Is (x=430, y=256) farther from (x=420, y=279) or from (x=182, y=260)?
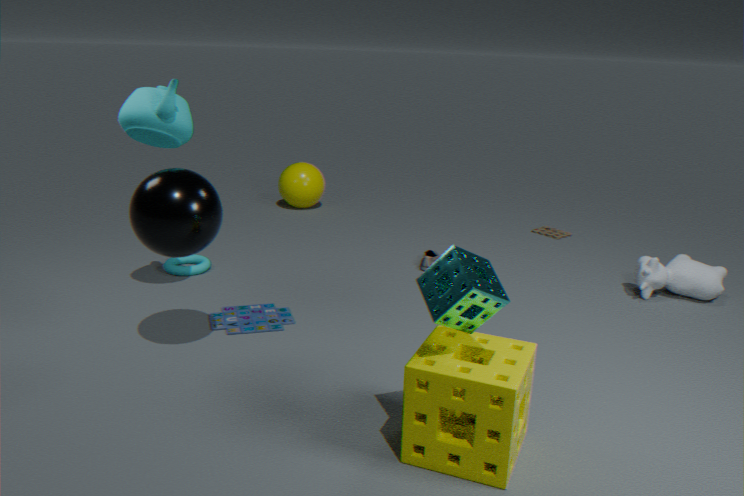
(x=420, y=279)
